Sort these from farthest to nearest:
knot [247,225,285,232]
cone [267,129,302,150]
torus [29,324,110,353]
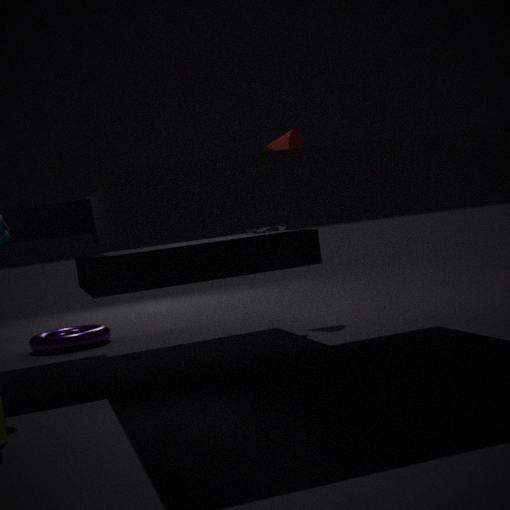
cone [267,129,302,150], torus [29,324,110,353], knot [247,225,285,232]
